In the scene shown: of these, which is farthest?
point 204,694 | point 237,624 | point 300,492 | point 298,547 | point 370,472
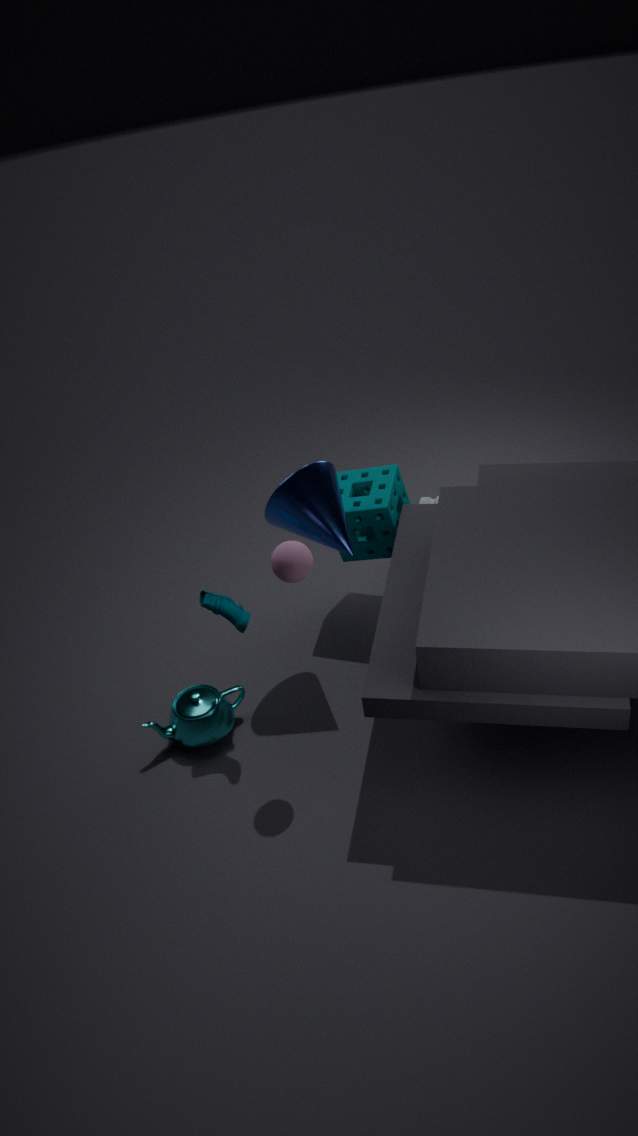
point 370,472
